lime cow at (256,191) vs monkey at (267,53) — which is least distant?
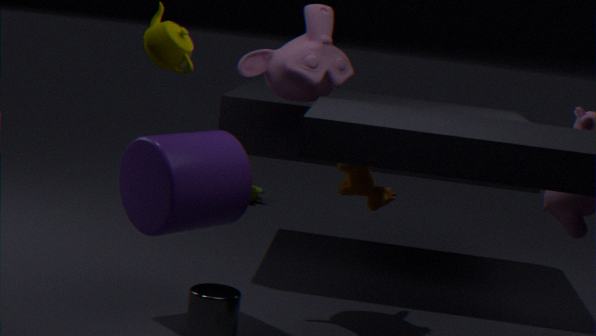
monkey at (267,53)
